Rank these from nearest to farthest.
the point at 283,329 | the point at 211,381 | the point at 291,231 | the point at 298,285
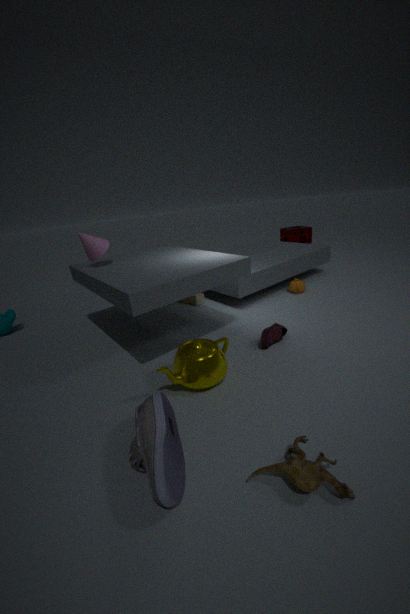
the point at 211,381 < the point at 283,329 < the point at 298,285 < the point at 291,231
